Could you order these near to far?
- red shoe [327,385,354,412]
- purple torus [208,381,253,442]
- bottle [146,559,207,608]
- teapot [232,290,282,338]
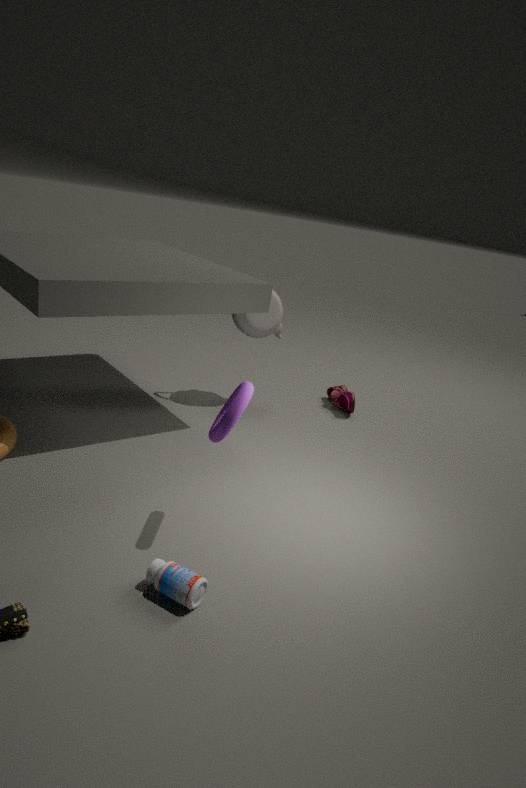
1. bottle [146,559,207,608]
2. purple torus [208,381,253,442]
3. teapot [232,290,282,338]
4. red shoe [327,385,354,412]
